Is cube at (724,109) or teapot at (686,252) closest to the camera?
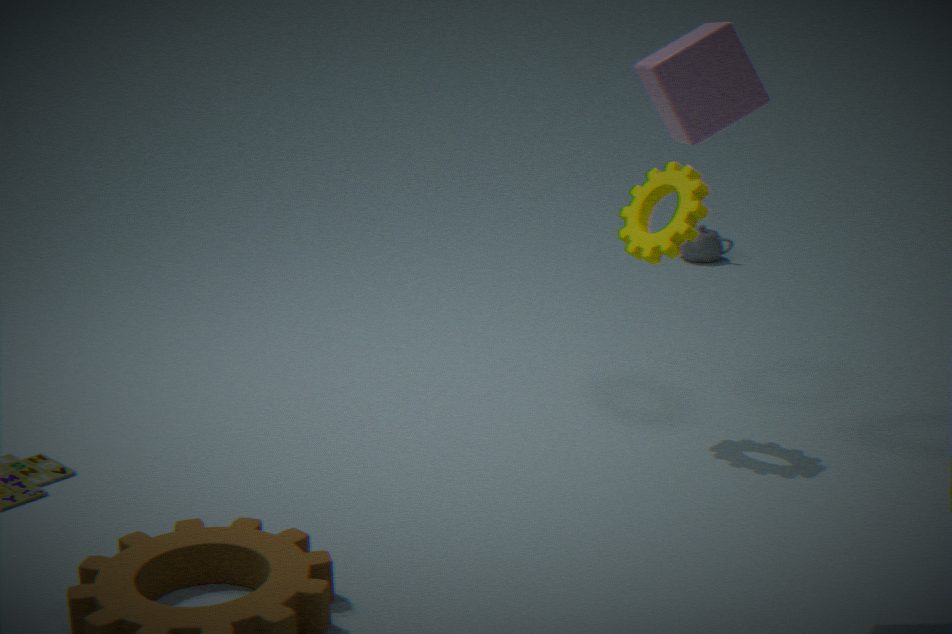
cube at (724,109)
